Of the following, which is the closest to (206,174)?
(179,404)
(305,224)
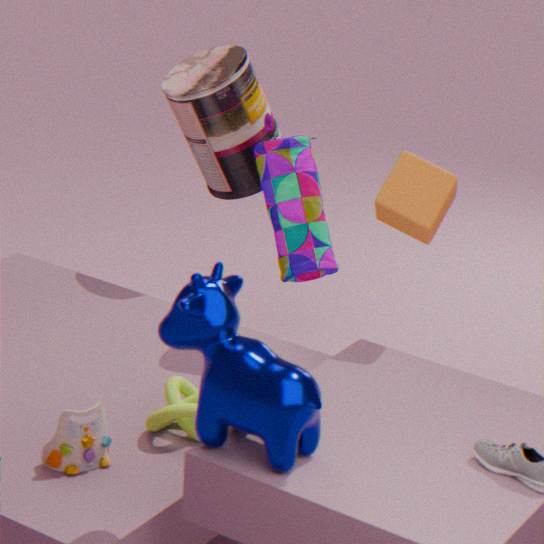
(305,224)
